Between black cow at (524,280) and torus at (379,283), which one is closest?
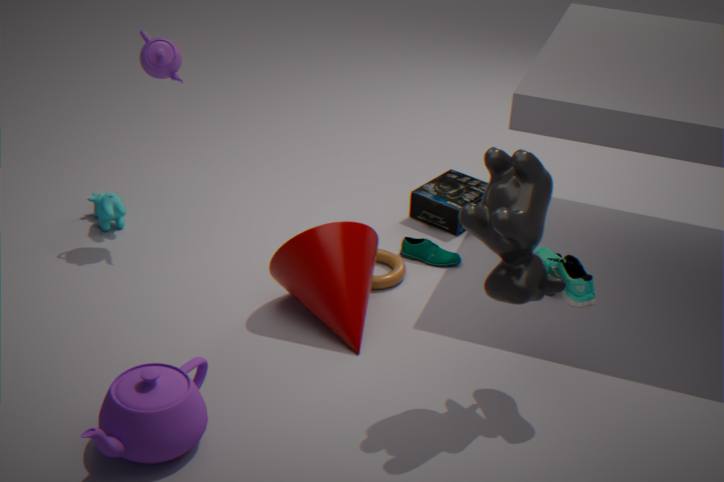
black cow at (524,280)
